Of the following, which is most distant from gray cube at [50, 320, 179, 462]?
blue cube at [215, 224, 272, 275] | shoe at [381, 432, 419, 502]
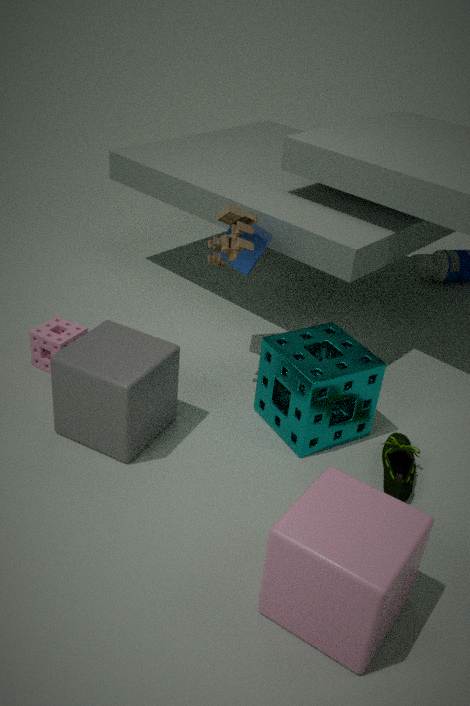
shoe at [381, 432, 419, 502]
